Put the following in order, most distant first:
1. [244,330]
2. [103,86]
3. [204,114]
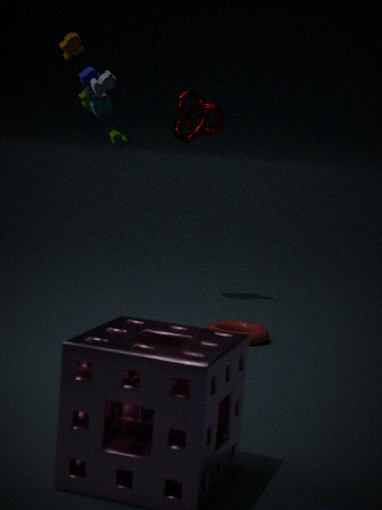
1. [204,114]
2. [244,330]
3. [103,86]
